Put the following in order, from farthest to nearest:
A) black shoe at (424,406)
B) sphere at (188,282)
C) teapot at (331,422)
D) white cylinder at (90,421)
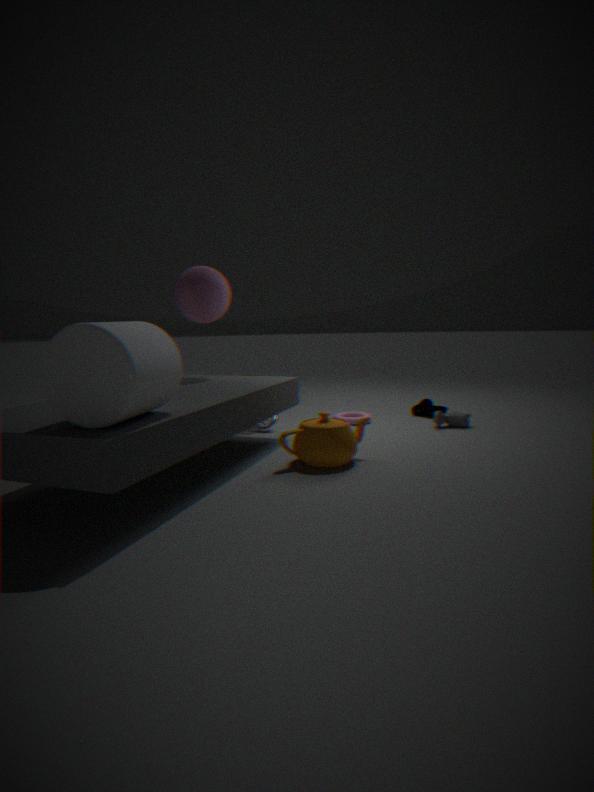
black shoe at (424,406)
sphere at (188,282)
teapot at (331,422)
white cylinder at (90,421)
